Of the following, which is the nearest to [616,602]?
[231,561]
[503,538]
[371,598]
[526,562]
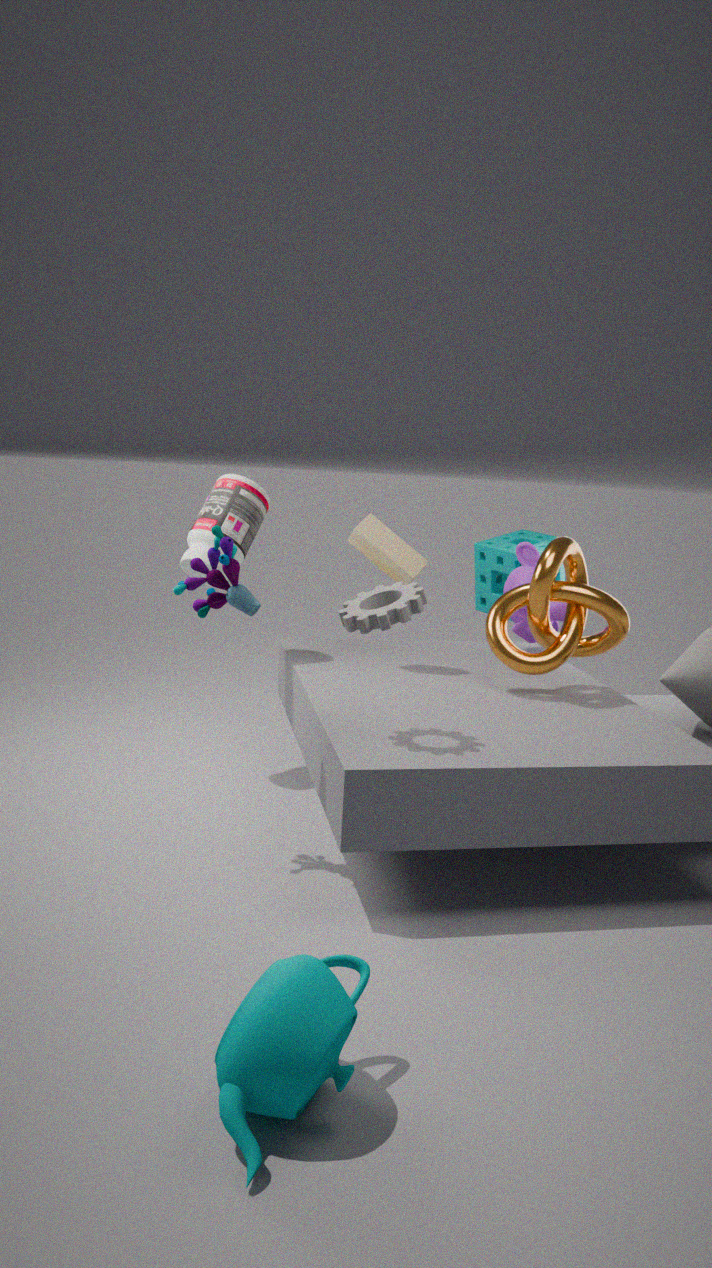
[526,562]
